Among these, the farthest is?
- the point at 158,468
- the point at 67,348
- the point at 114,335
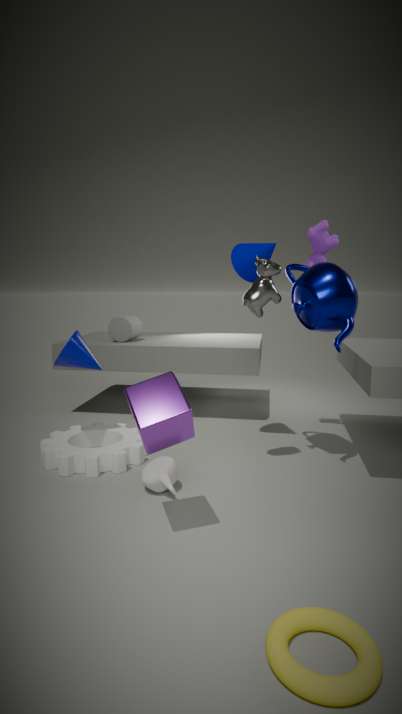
the point at 114,335
